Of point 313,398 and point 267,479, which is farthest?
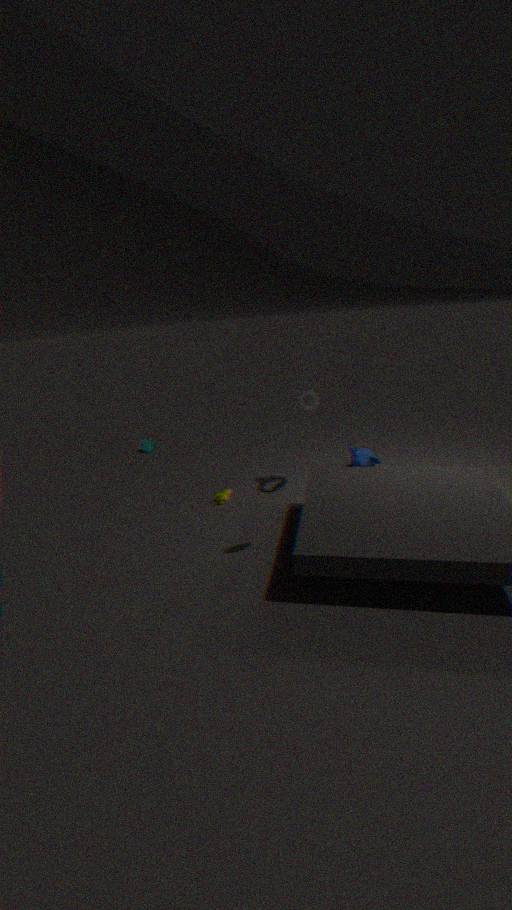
point 313,398
